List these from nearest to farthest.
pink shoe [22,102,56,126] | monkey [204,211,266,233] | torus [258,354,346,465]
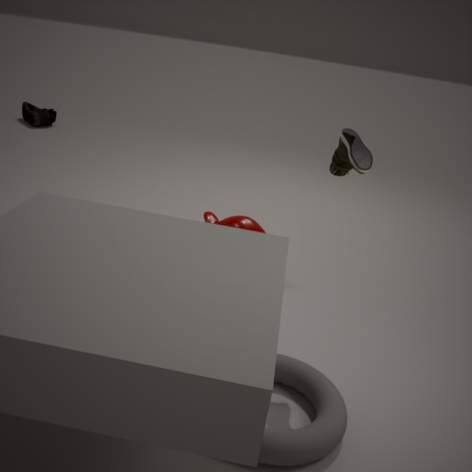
1. torus [258,354,346,465]
2. monkey [204,211,266,233]
3. pink shoe [22,102,56,126]
